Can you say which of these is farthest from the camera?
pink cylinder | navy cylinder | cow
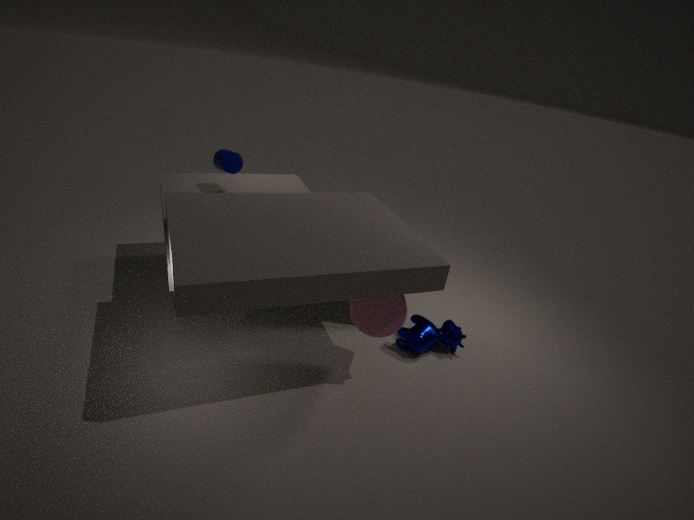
navy cylinder
